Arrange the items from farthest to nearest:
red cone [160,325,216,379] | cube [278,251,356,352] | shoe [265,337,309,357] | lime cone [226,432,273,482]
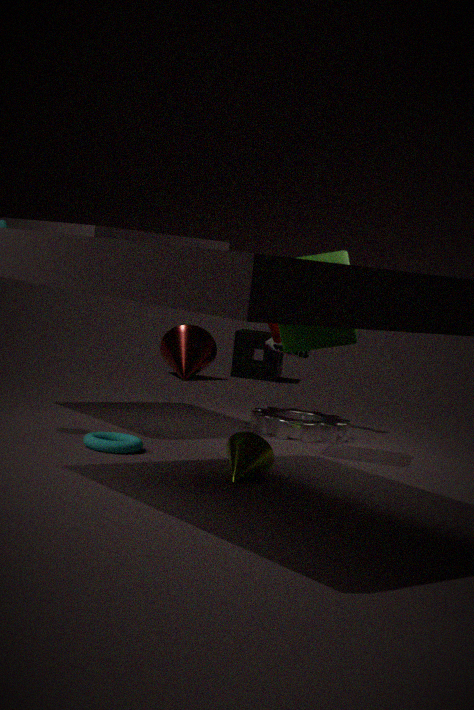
red cone [160,325,216,379], shoe [265,337,309,357], cube [278,251,356,352], lime cone [226,432,273,482]
